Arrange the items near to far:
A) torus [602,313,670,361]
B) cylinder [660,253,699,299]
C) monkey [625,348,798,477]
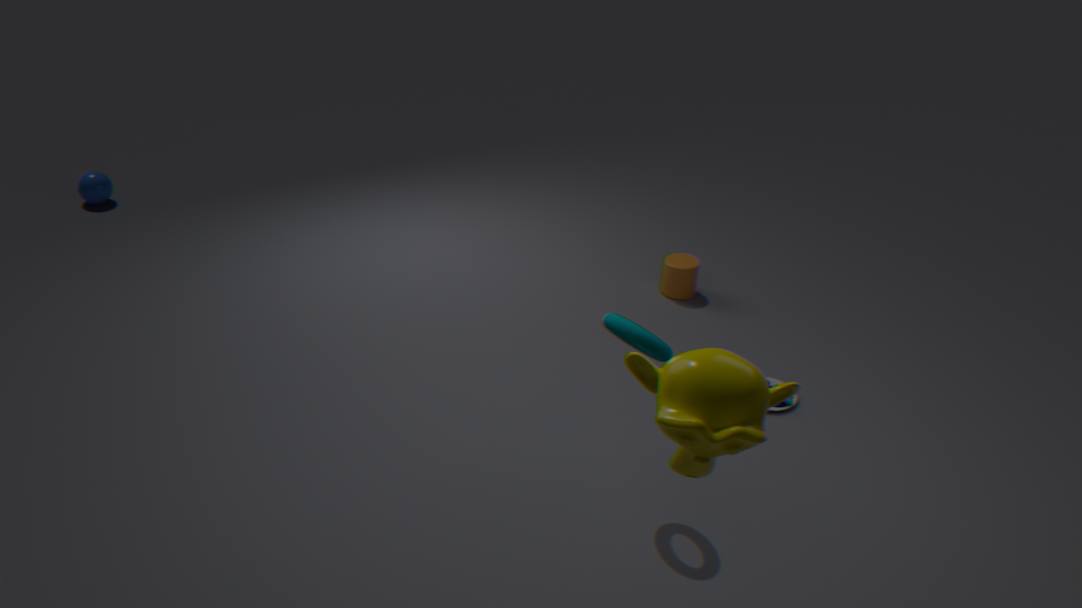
monkey [625,348,798,477] → torus [602,313,670,361] → cylinder [660,253,699,299]
